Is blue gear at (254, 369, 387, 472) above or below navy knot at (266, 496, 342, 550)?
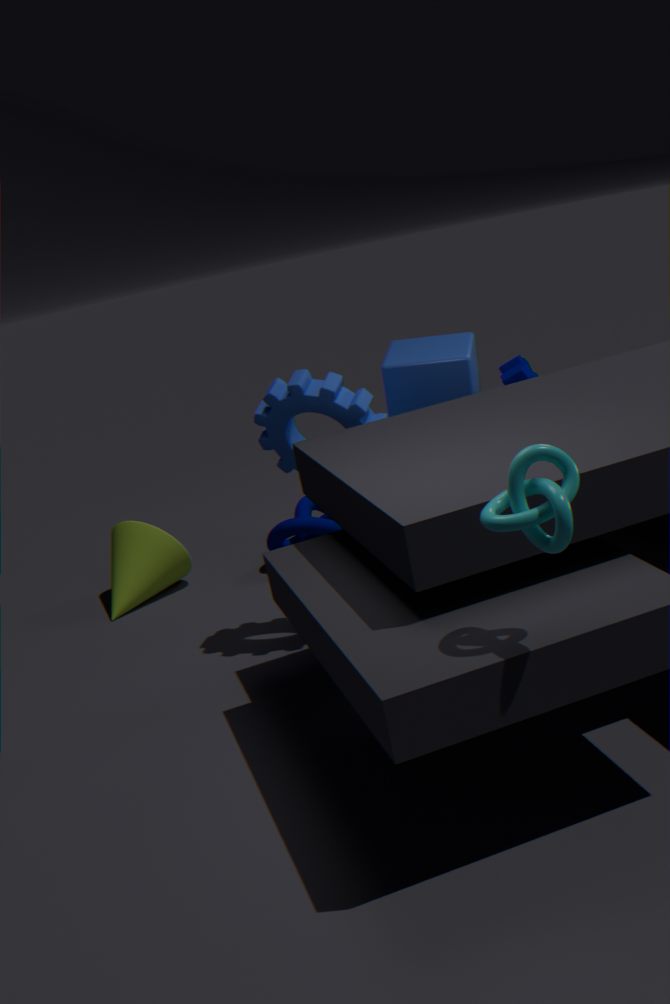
above
